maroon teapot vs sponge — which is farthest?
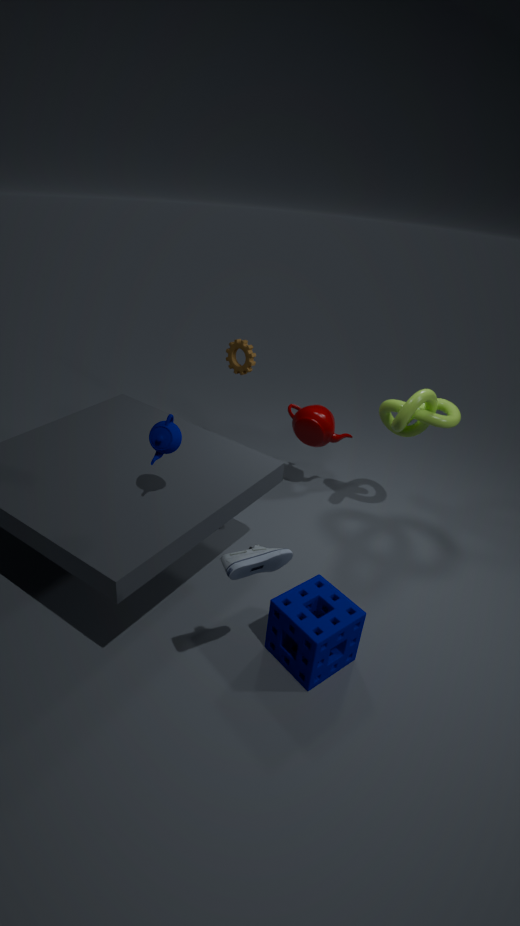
maroon teapot
